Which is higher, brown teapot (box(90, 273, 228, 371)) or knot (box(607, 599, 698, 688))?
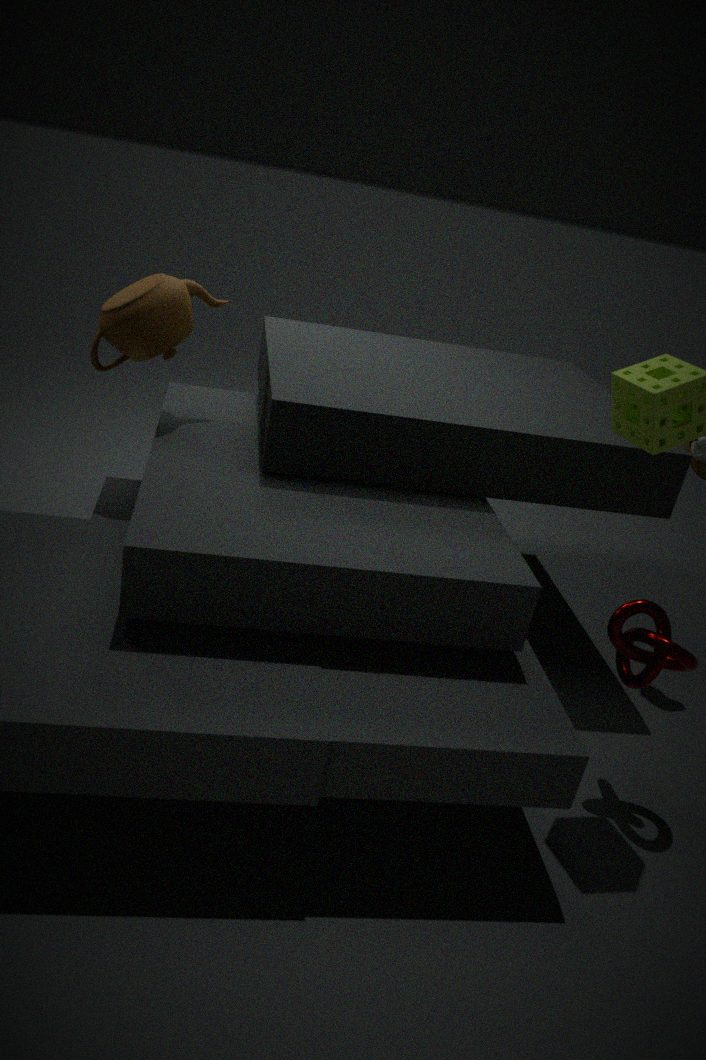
brown teapot (box(90, 273, 228, 371))
